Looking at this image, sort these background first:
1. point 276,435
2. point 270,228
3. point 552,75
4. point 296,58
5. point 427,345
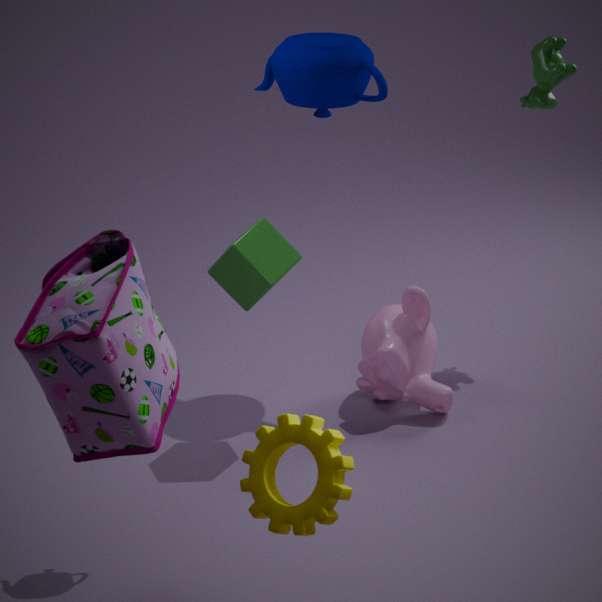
point 552,75 < point 427,345 < point 296,58 < point 270,228 < point 276,435
